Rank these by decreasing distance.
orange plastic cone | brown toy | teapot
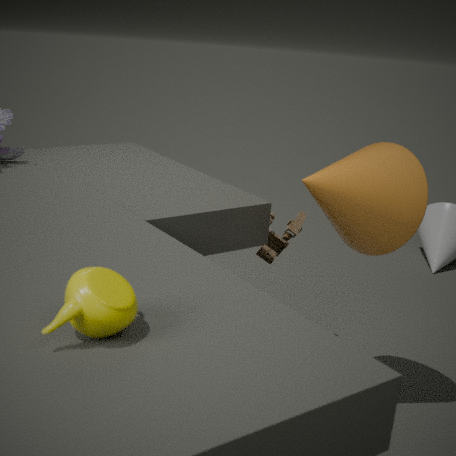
brown toy → orange plastic cone → teapot
